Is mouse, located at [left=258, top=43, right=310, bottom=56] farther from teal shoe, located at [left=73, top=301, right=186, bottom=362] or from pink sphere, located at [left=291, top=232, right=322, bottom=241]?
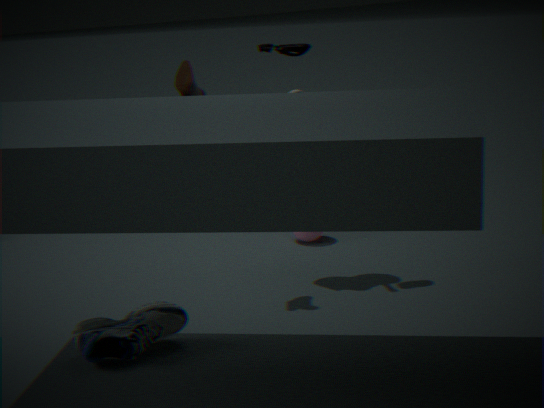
teal shoe, located at [left=73, top=301, right=186, bottom=362]
